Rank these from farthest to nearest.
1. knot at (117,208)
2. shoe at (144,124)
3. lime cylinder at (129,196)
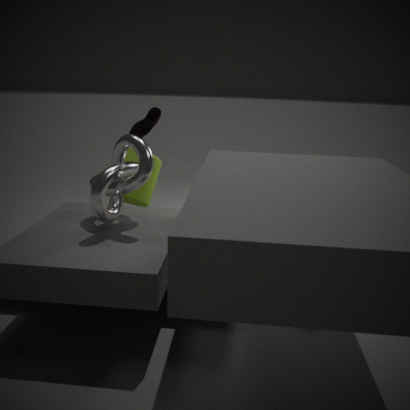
lime cylinder at (129,196) < shoe at (144,124) < knot at (117,208)
